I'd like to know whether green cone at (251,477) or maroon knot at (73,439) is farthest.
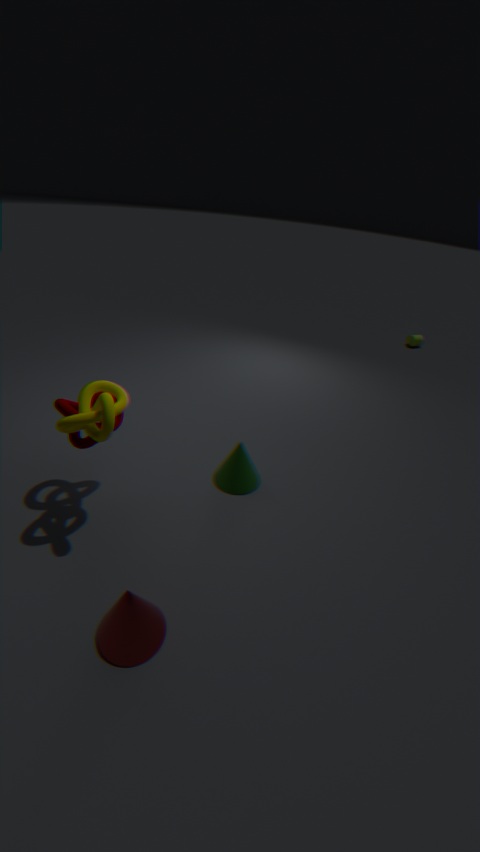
green cone at (251,477)
